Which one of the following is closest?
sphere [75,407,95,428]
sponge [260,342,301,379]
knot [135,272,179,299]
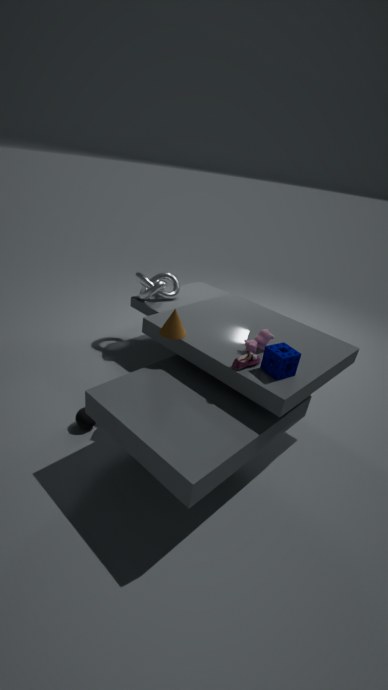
sponge [260,342,301,379]
